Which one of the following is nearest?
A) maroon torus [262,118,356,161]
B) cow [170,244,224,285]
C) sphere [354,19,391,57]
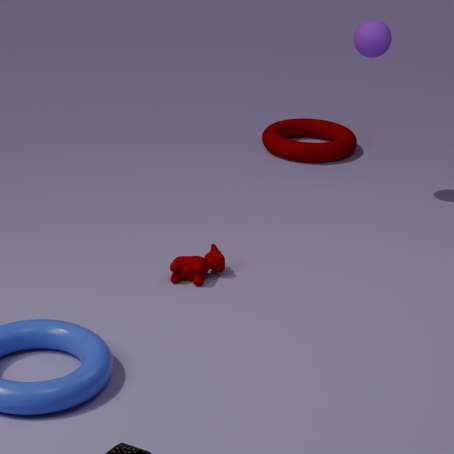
cow [170,244,224,285]
